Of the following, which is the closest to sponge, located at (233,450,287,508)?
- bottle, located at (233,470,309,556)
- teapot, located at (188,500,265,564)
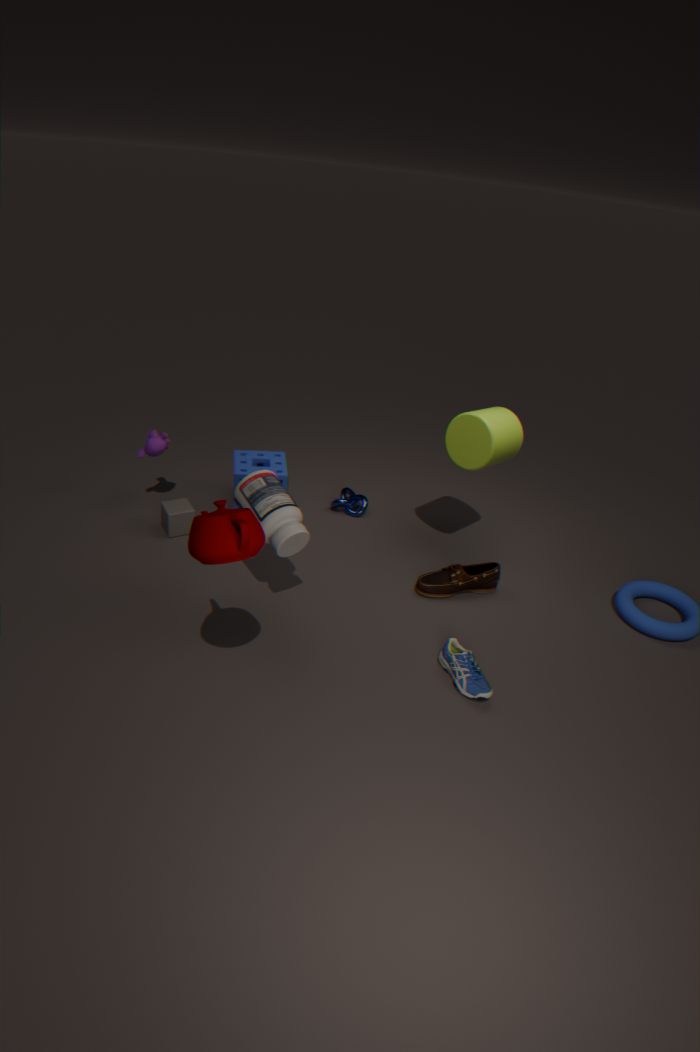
bottle, located at (233,470,309,556)
